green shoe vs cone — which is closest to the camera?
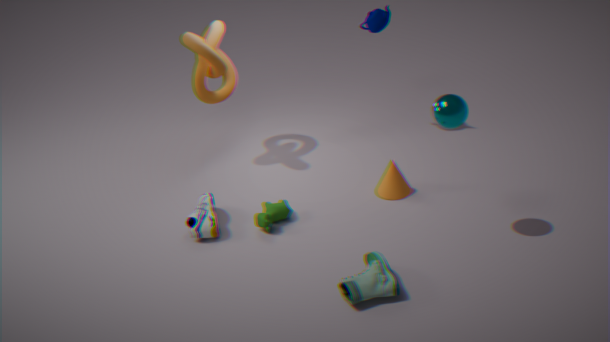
green shoe
